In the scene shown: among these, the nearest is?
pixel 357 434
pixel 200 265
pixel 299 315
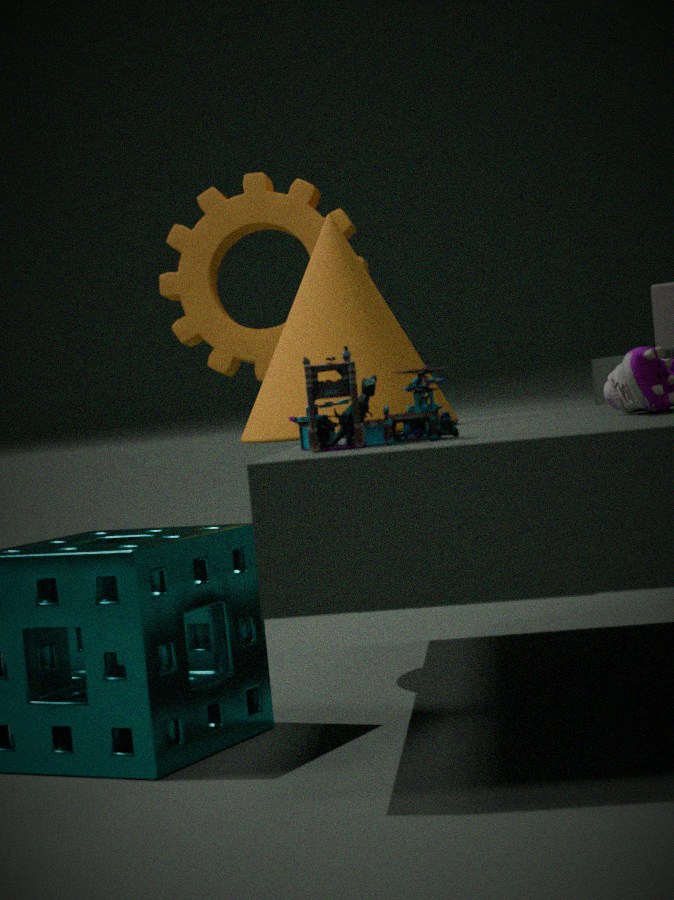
pixel 357 434
